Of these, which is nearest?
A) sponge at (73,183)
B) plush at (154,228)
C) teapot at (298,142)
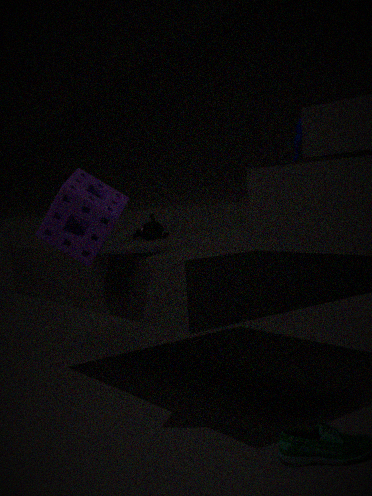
sponge at (73,183)
